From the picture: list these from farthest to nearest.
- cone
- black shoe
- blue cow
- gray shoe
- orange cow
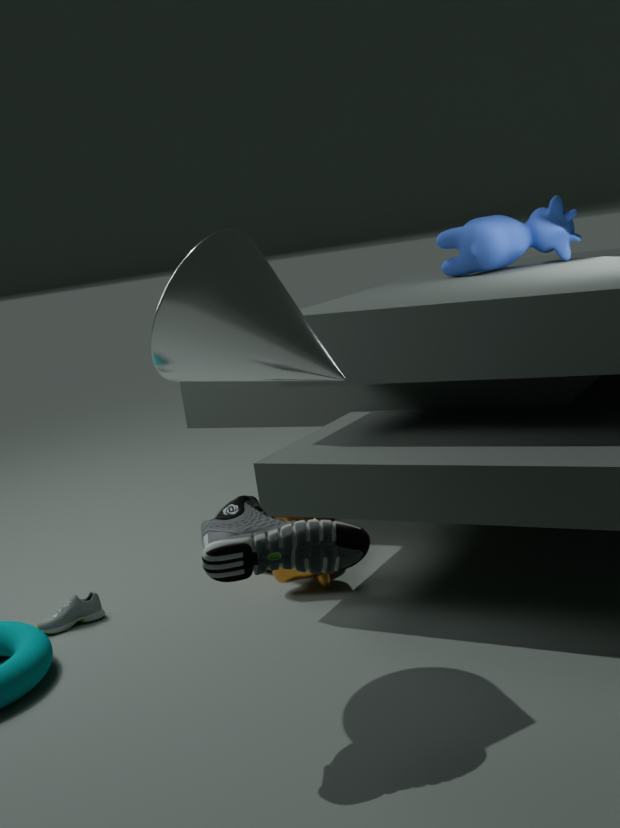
blue cow < orange cow < gray shoe < cone < black shoe
